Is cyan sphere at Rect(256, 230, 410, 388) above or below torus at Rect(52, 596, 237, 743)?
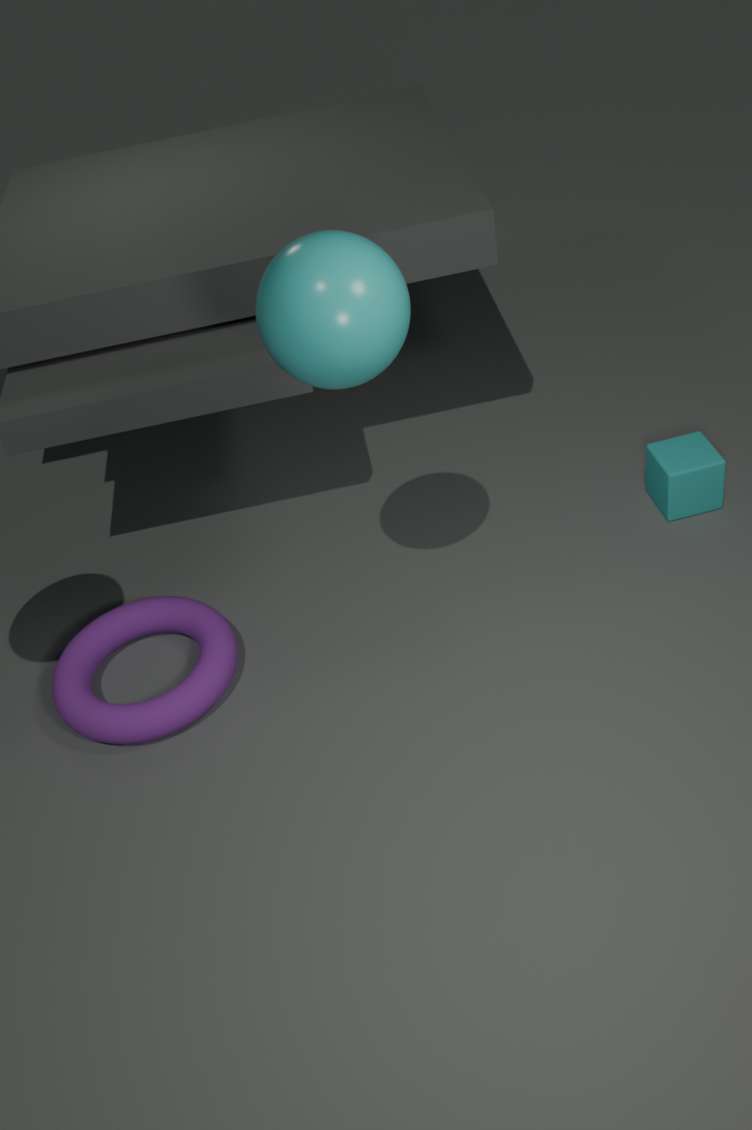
above
